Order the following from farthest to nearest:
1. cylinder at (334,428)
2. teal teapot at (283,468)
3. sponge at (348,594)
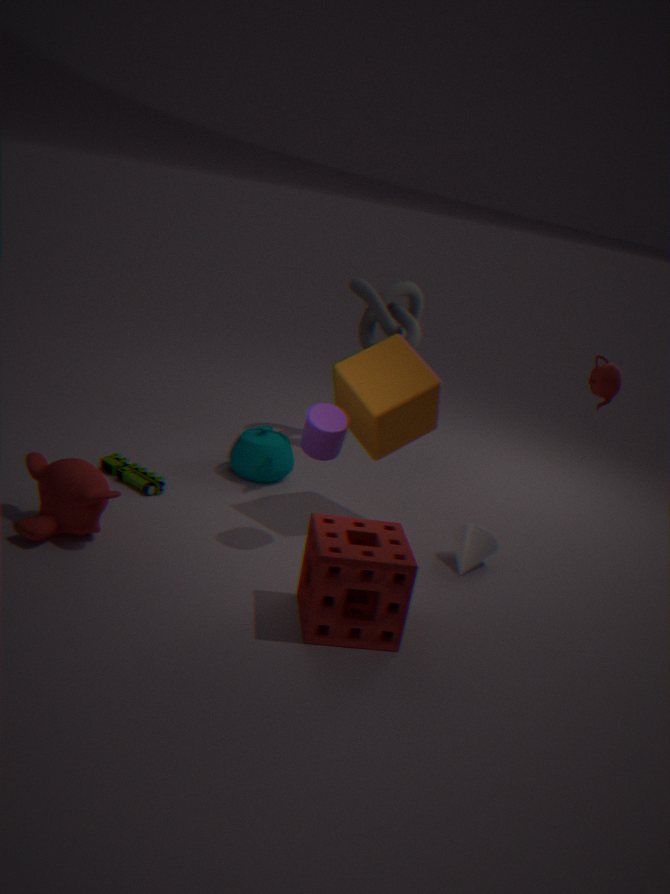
teal teapot at (283,468)
cylinder at (334,428)
sponge at (348,594)
